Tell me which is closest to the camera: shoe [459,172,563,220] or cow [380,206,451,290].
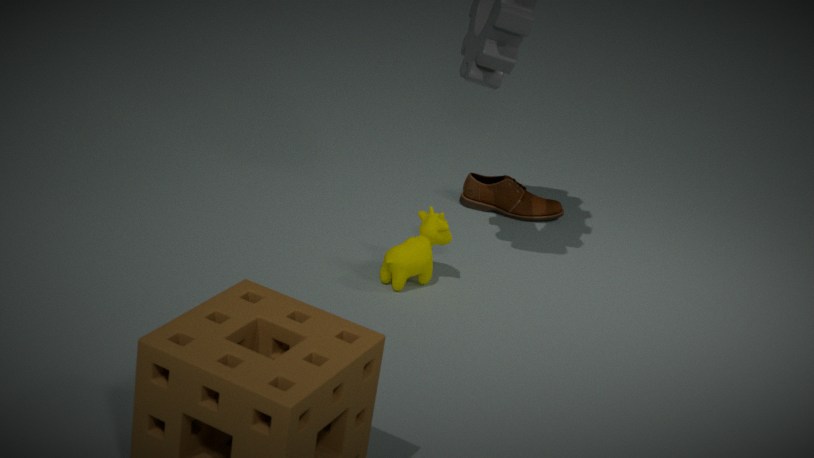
cow [380,206,451,290]
